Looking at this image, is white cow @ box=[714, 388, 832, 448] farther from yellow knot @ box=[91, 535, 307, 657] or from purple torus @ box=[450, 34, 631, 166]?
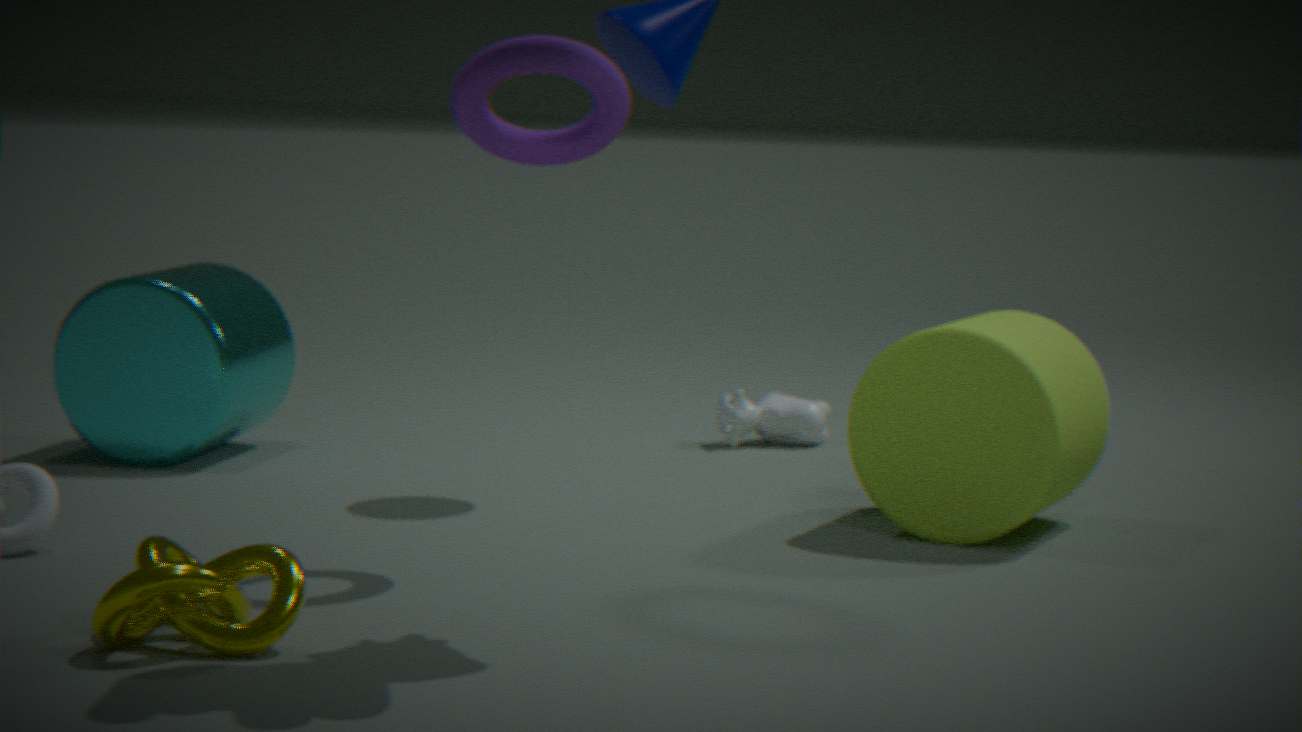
yellow knot @ box=[91, 535, 307, 657]
